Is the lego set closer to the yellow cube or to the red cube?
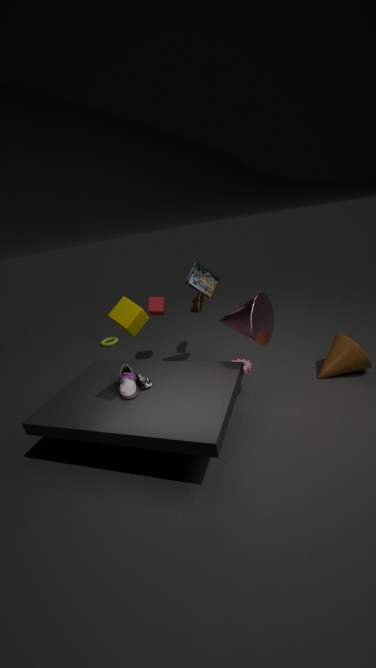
the red cube
